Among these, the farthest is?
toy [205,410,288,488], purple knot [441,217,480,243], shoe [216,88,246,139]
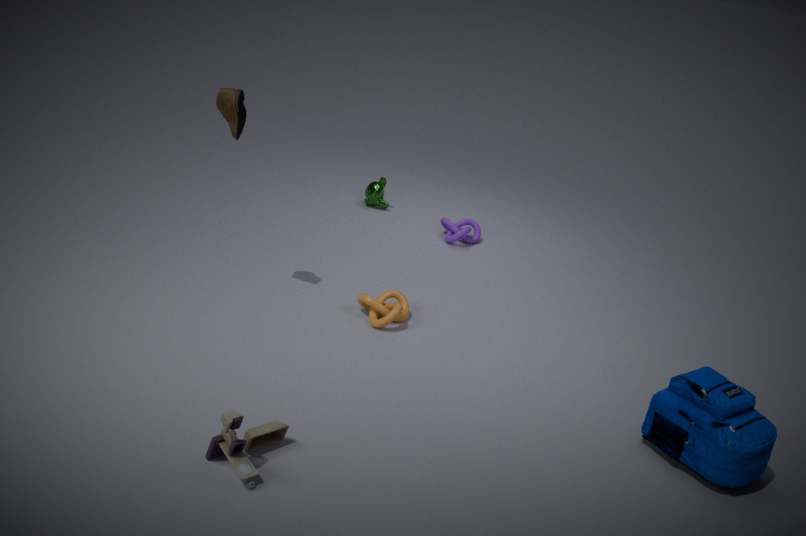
purple knot [441,217,480,243]
